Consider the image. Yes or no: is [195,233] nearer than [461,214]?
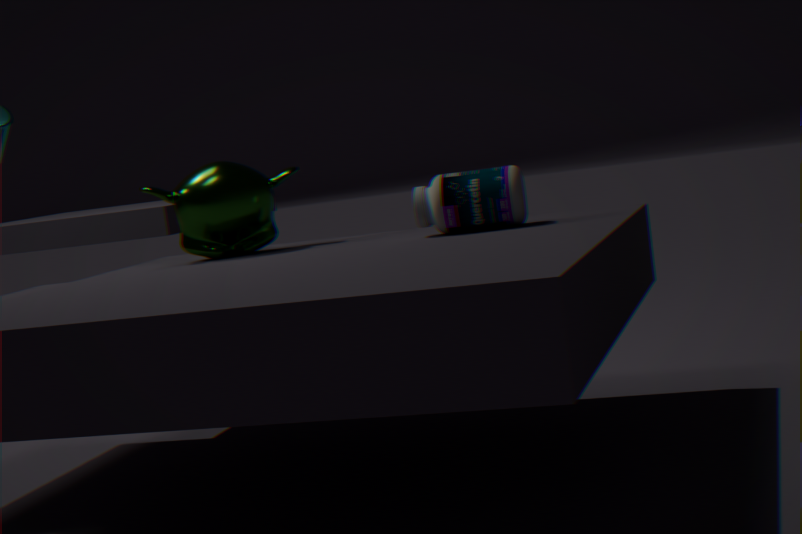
No
